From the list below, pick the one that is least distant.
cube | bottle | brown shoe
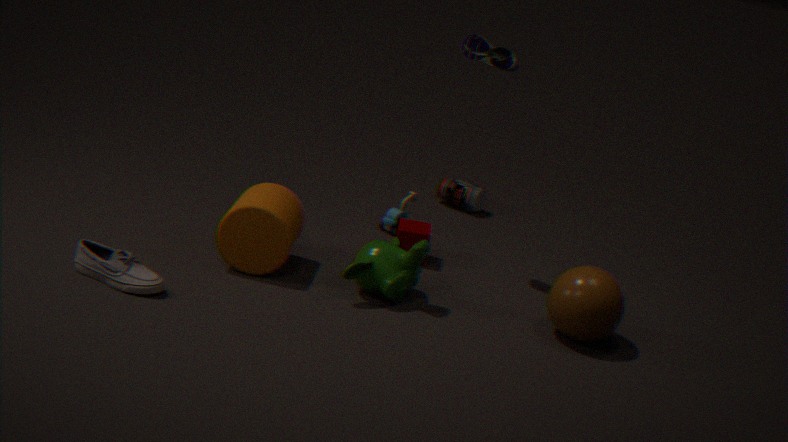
brown shoe
